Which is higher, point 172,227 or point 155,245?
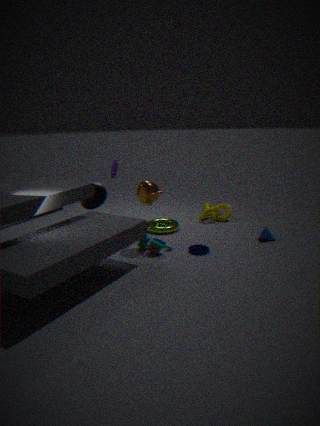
point 155,245
